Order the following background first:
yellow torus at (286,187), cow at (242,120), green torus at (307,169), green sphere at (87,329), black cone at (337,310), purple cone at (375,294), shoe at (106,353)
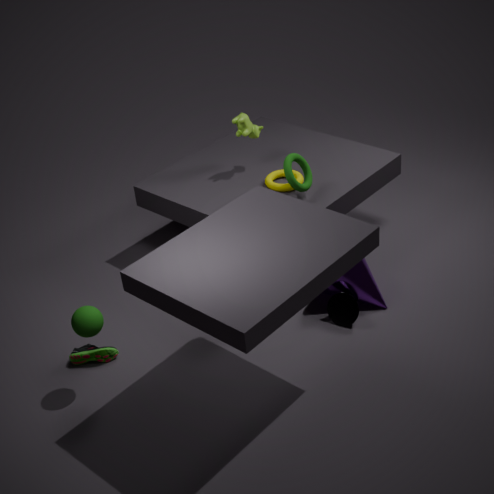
cow at (242,120) → yellow torus at (286,187) → green torus at (307,169) → purple cone at (375,294) → black cone at (337,310) → shoe at (106,353) → green sphere at (87,329)
